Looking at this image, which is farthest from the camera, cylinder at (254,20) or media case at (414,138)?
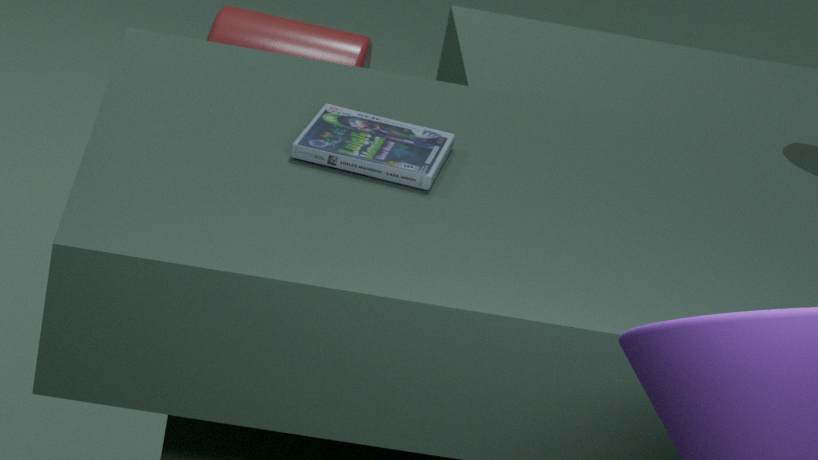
cylinder at (254,20)
